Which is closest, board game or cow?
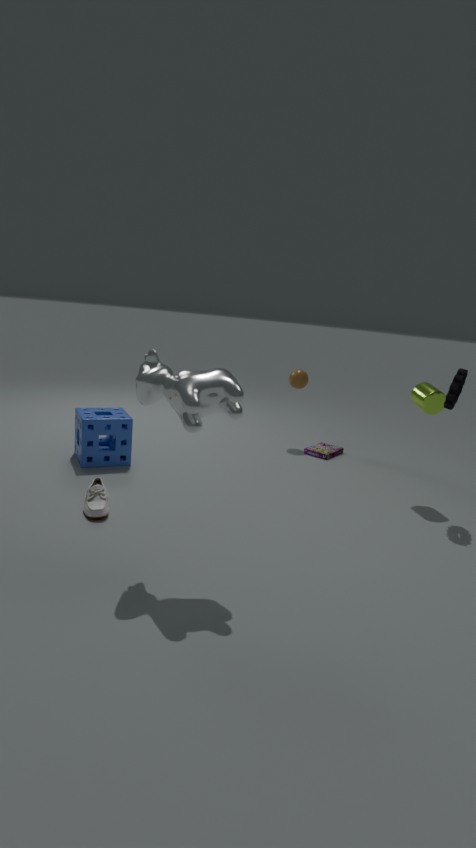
cow
